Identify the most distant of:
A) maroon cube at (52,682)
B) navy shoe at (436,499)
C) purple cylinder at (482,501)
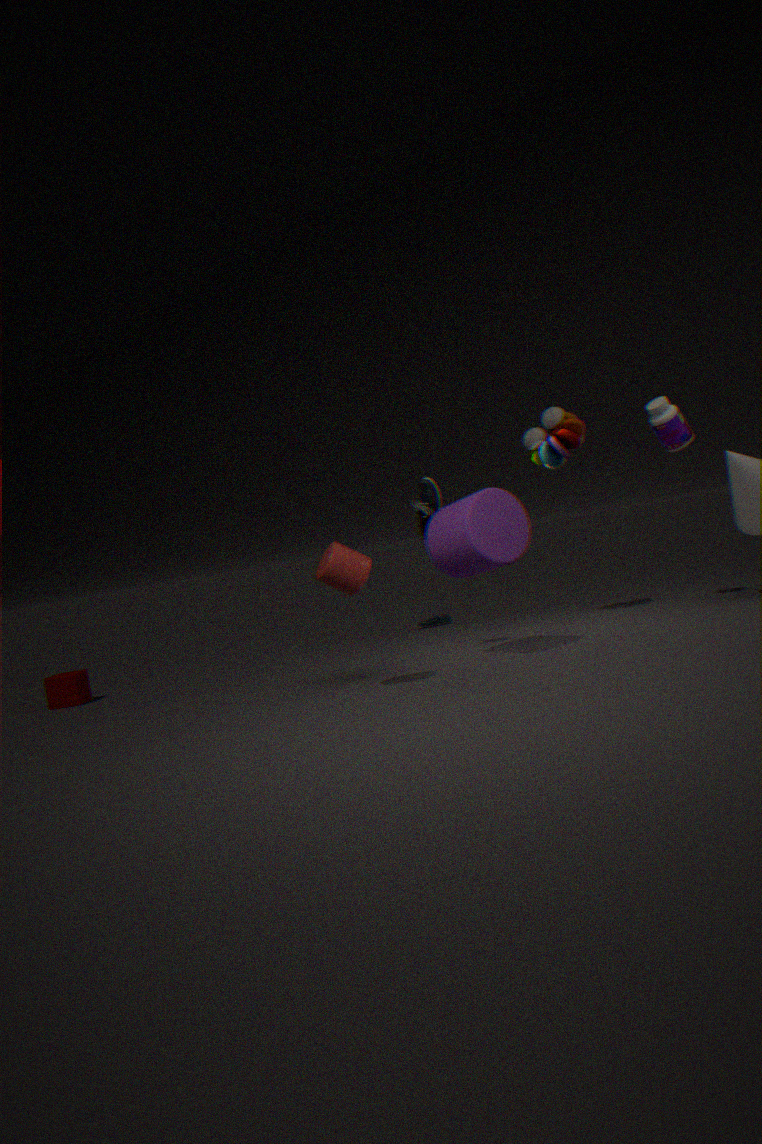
maroon cube at (52,682)
